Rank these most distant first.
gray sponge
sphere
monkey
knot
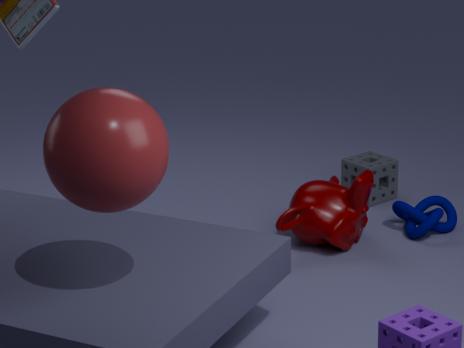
gray sponge → knot → monkey → sphere
